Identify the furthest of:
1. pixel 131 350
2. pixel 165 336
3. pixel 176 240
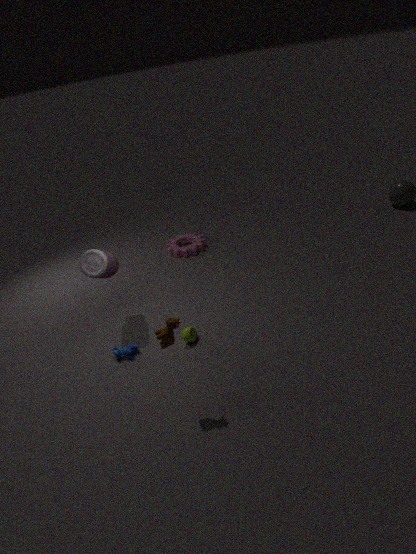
pixel 176 240
